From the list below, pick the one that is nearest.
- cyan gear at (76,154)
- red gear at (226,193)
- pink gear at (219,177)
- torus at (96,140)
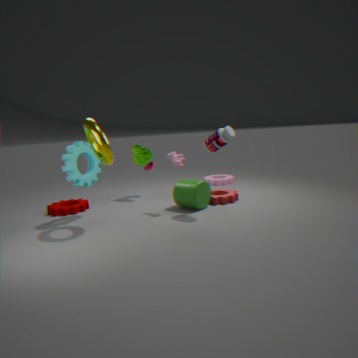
torus at (96,140)
